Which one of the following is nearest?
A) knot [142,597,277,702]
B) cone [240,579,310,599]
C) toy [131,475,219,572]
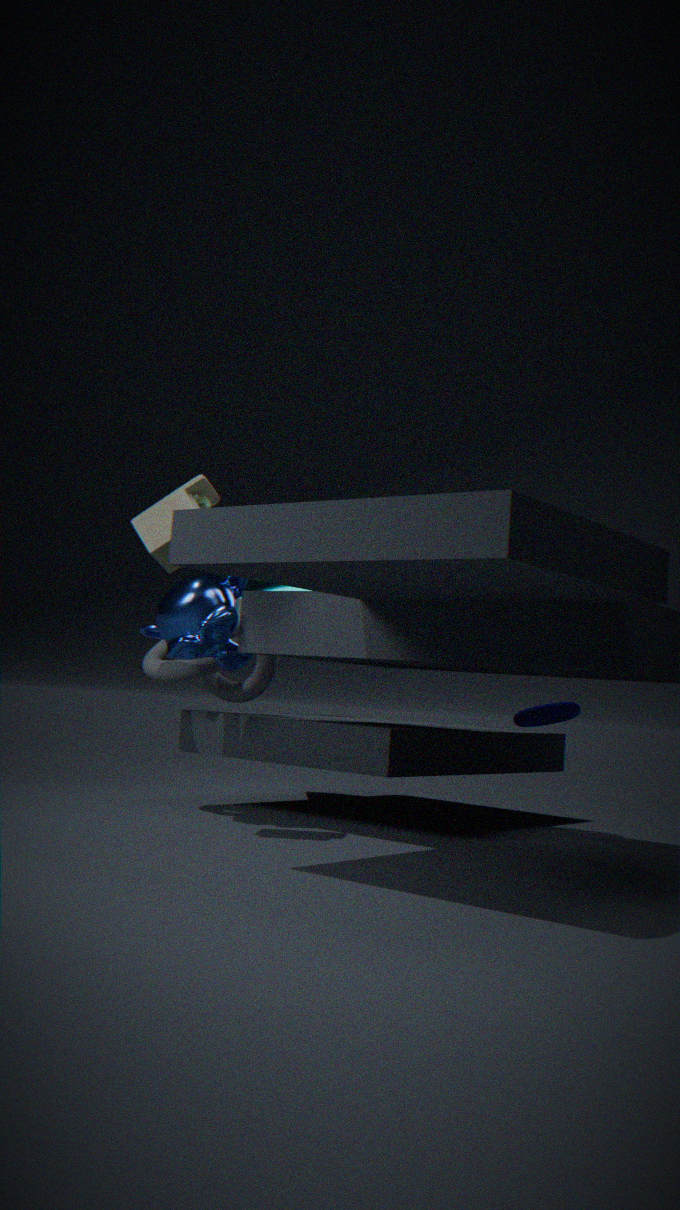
toy [131,475,219,572]
